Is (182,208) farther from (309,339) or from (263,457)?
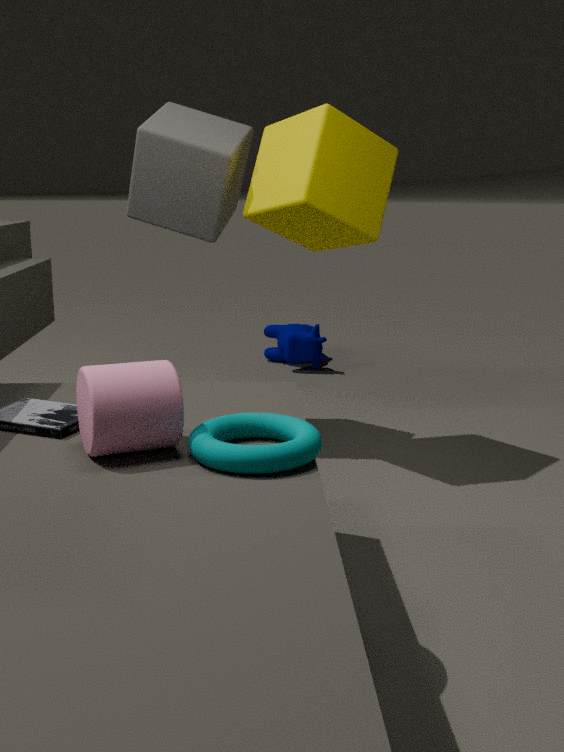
(263,457)
